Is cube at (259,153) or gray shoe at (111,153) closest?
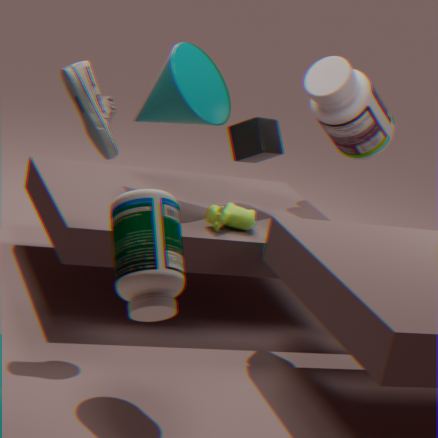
gray shoe at (111,153)
